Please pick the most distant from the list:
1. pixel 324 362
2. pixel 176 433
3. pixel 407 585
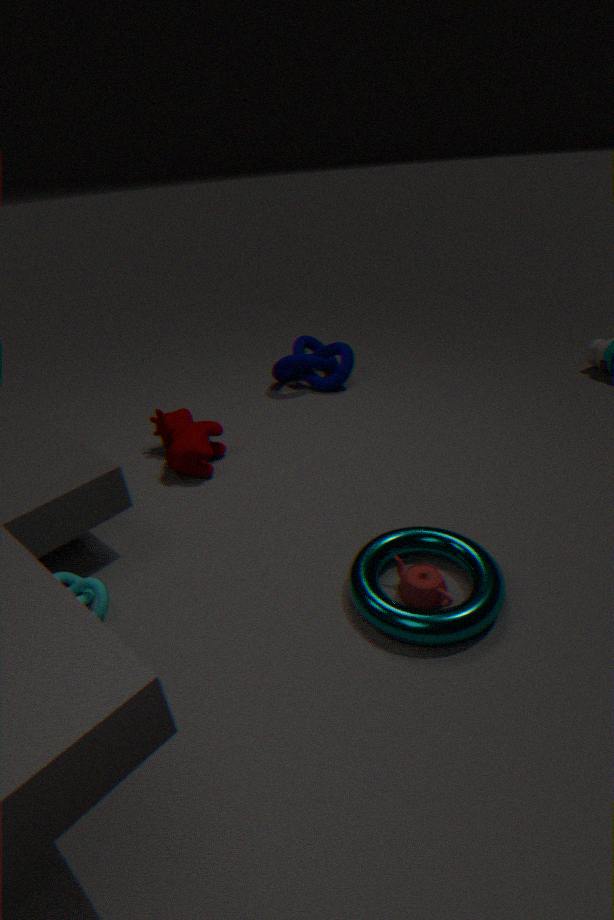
pixel 324 362
